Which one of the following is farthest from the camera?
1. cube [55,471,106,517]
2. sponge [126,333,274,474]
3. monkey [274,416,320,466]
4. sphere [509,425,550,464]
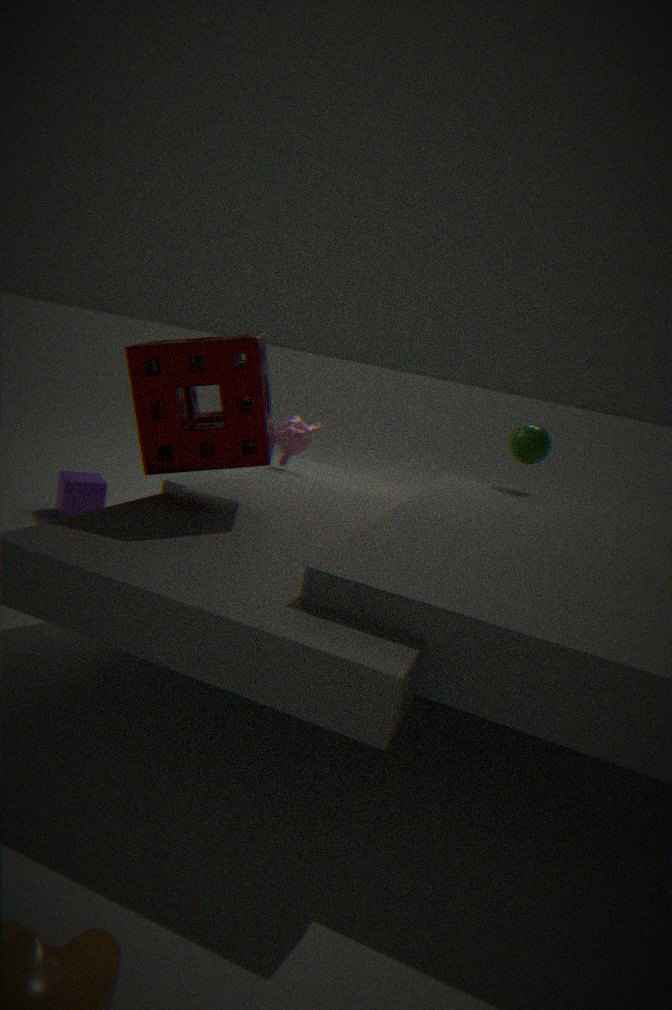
sphere [509,425,550,464]
